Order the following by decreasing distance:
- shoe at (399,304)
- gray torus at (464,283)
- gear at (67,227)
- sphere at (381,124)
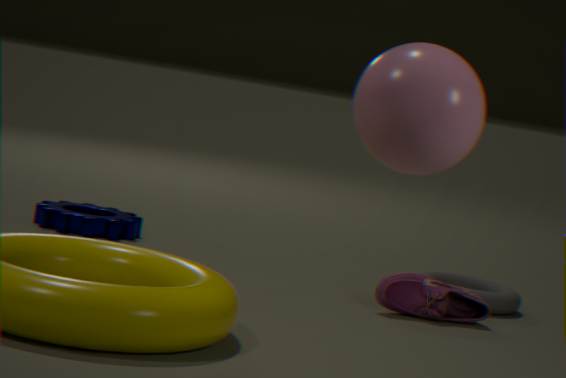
gear at (67,227)
gray torus at (464,283)
shoe at (399,304)
sphere at (381,124)
